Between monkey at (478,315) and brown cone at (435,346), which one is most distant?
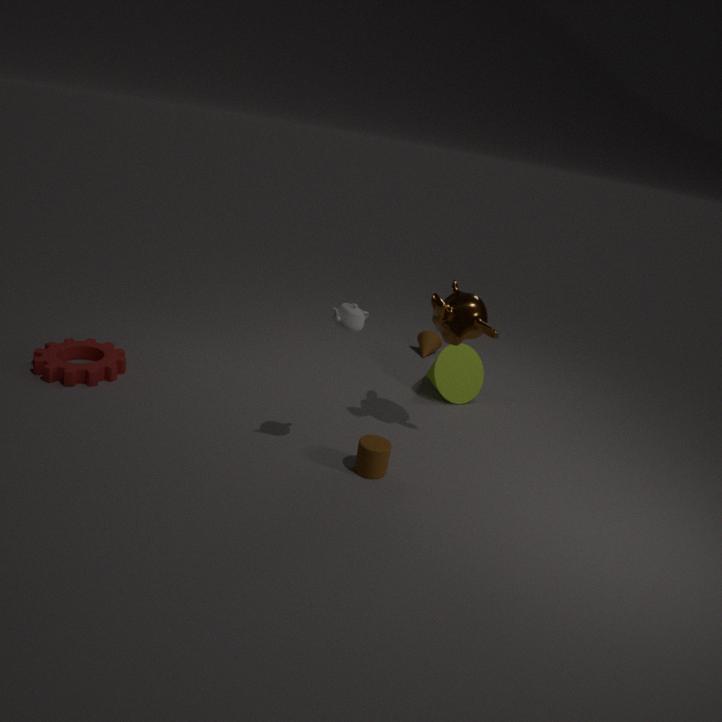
brown cone at (435,346)
